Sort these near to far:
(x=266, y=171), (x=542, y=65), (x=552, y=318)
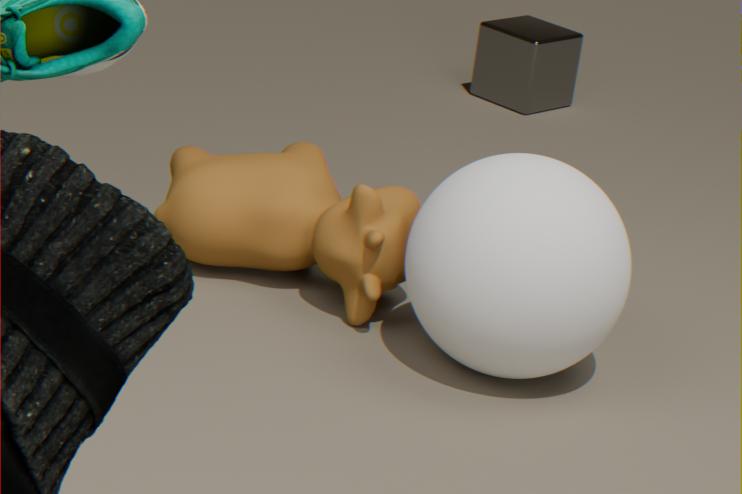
(x=552, y=318) → (x=266, y=171) → (x=542, y=65)
